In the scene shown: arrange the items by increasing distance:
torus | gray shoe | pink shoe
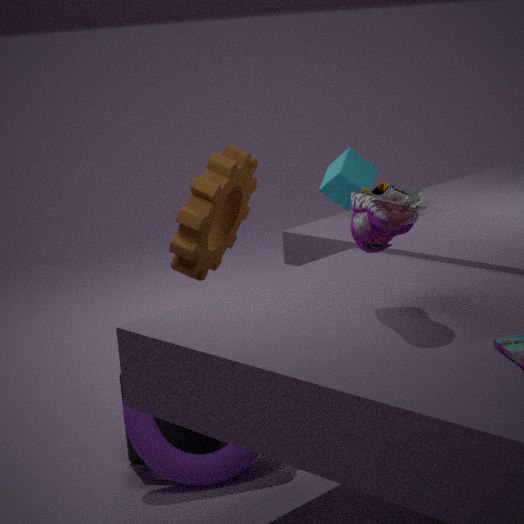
pink shoe
torus
gray shoe
